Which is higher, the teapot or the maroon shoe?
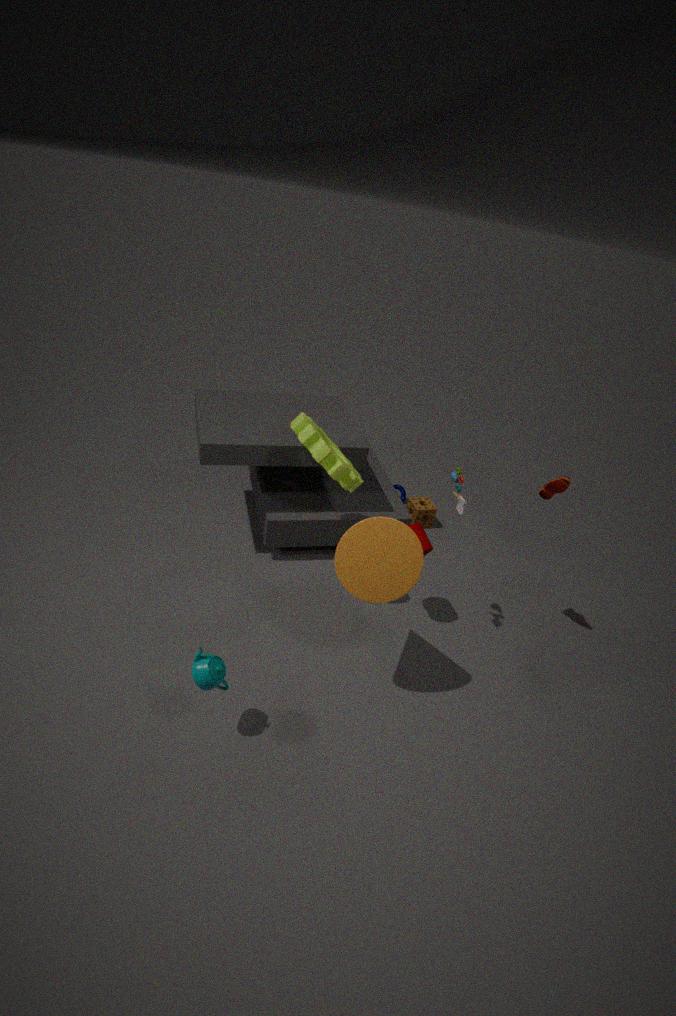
the maroon shoe
